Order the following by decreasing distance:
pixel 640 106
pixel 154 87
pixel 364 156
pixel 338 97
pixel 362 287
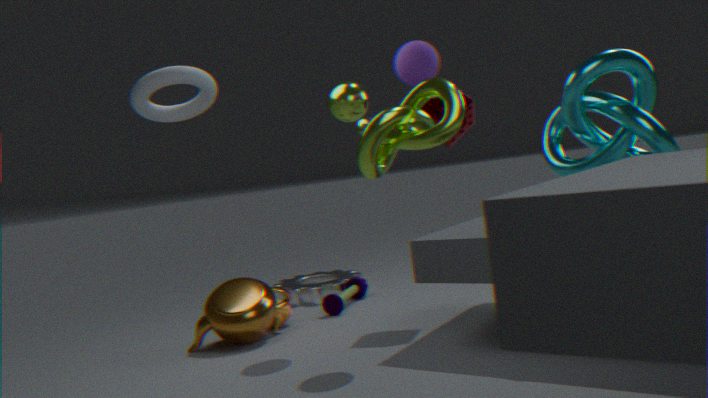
pixel 362 287 < pixel 338 97 < pixel 640 106 < pixel 154 87 < pixel 364 156
